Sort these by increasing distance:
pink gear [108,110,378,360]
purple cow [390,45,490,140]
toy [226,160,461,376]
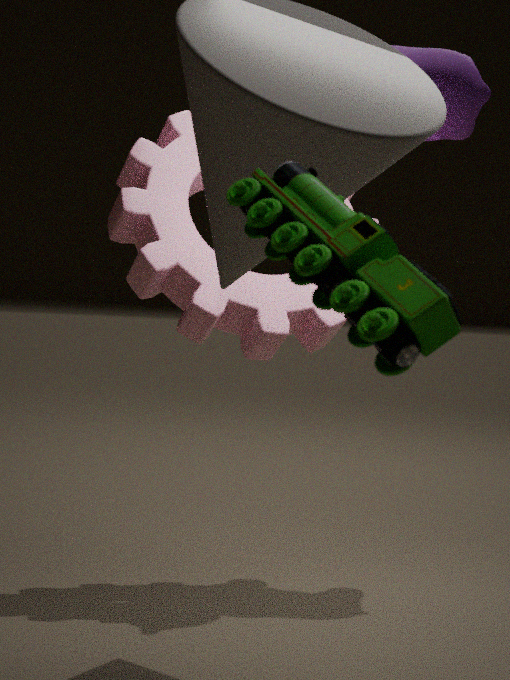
toy [226,160,461,376] < pink gear [108,110,378,360] < purple cow [390,45,490,140]
